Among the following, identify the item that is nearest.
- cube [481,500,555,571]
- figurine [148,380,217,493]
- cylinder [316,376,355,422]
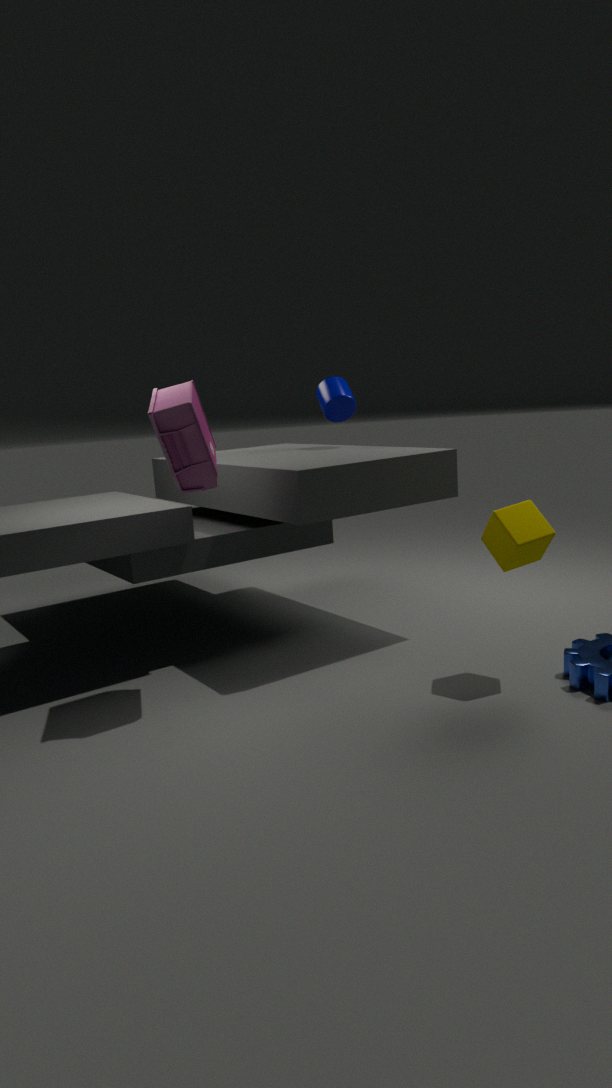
figurine [148,380,217,493]
